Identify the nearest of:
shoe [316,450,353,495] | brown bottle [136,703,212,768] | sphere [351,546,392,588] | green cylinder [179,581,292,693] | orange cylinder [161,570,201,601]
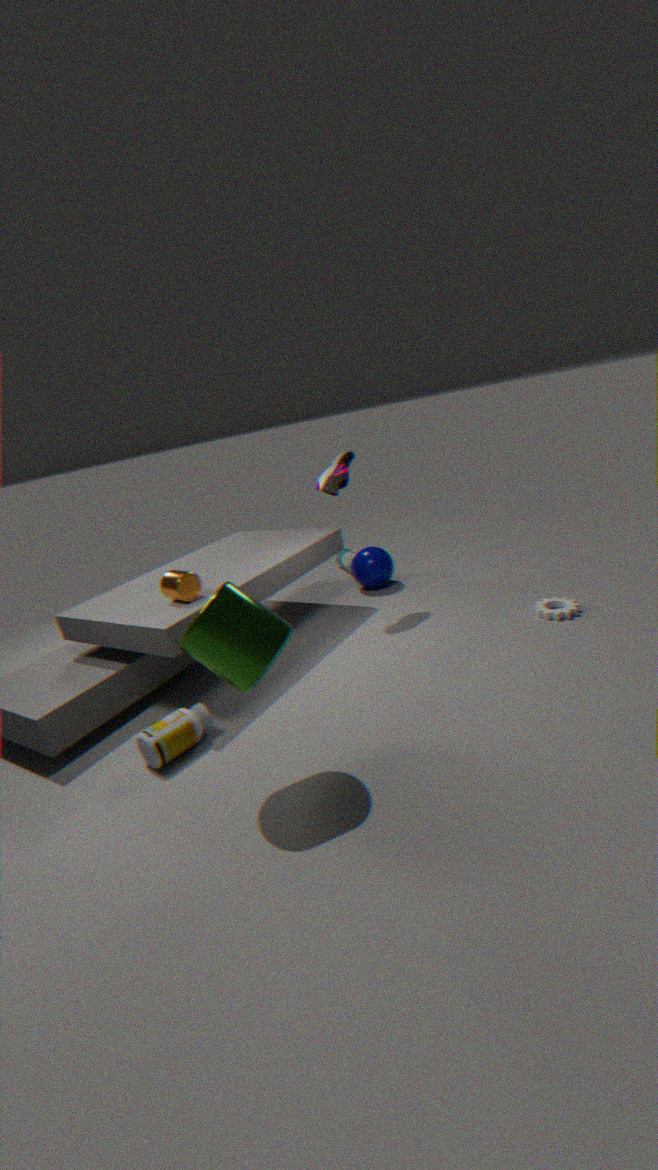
green cylinder [179,581,292,693]
